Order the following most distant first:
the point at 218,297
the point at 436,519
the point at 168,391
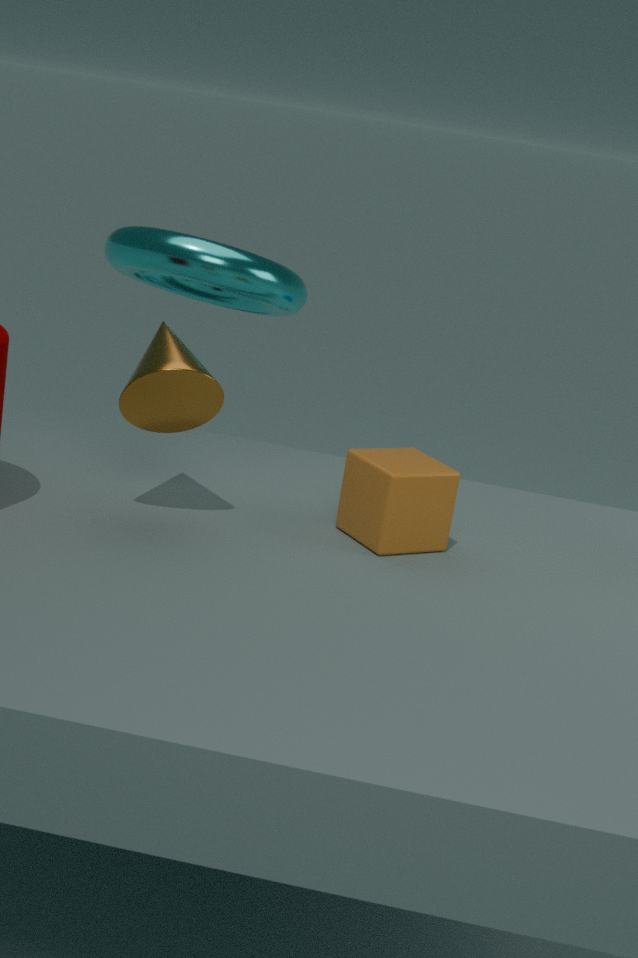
the point at 218,297
the point at 436,519
the point at 168,391
